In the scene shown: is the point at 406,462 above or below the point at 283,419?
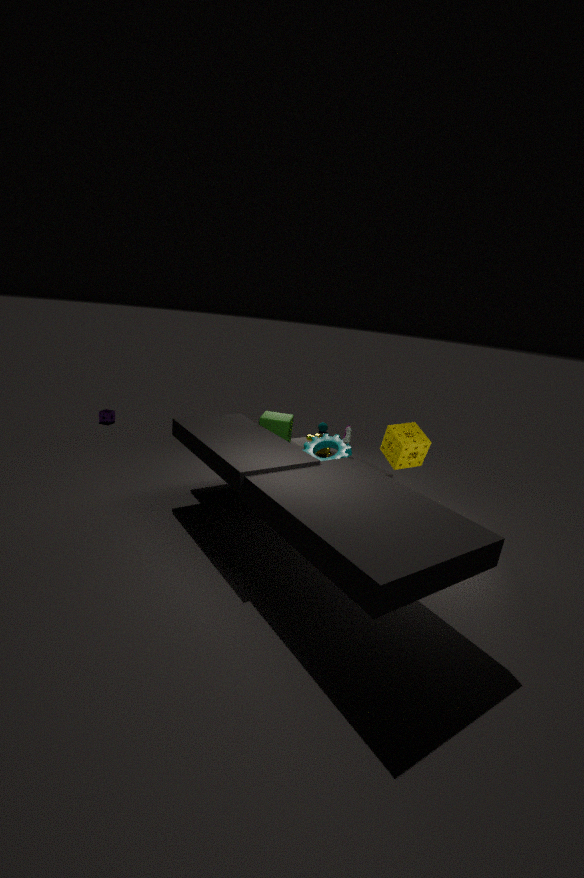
above
